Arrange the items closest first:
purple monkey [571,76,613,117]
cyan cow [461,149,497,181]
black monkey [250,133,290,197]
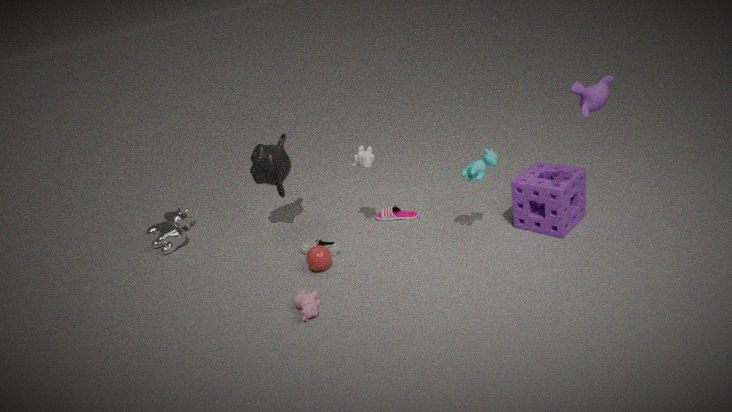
1. purple monkey [571,76,613,117]
2. cyan cow [461,149,497,181]
3. black monkey [250,133,290,197]
